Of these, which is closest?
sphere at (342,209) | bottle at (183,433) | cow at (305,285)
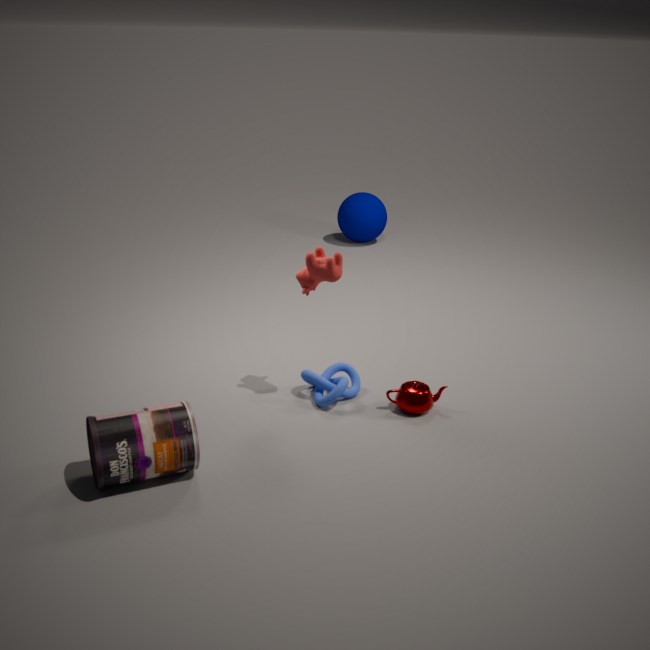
bottle at (183,433)
